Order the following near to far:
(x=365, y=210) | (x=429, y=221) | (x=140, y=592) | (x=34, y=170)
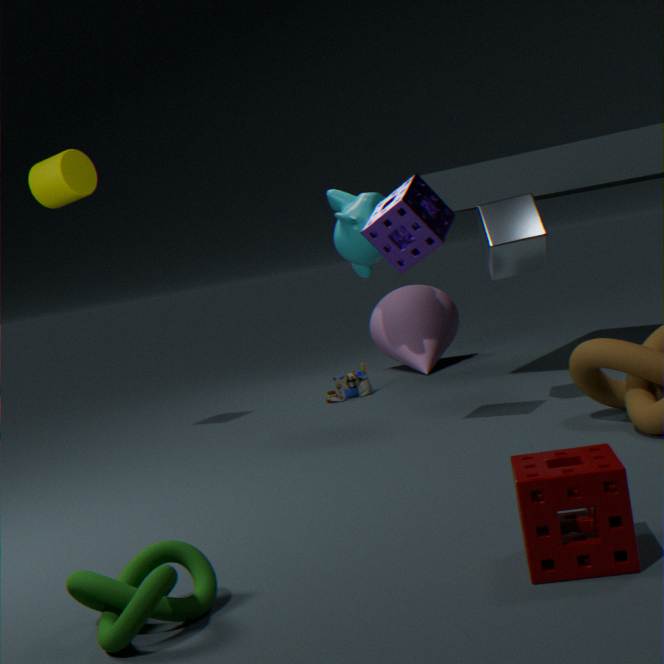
(x=140, y=592) → (x=429, y=221) → (x=34, y=170) → (x=365, y=210)
